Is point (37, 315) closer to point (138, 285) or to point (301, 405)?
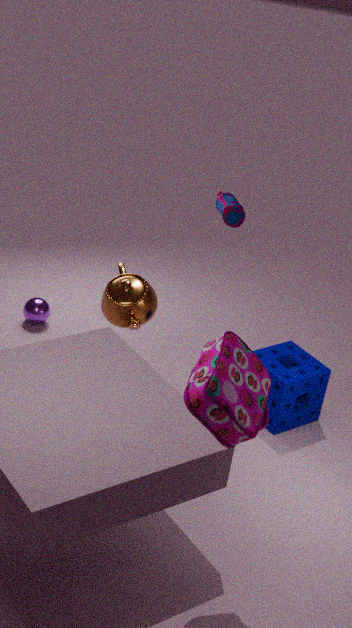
point (138, 285)
